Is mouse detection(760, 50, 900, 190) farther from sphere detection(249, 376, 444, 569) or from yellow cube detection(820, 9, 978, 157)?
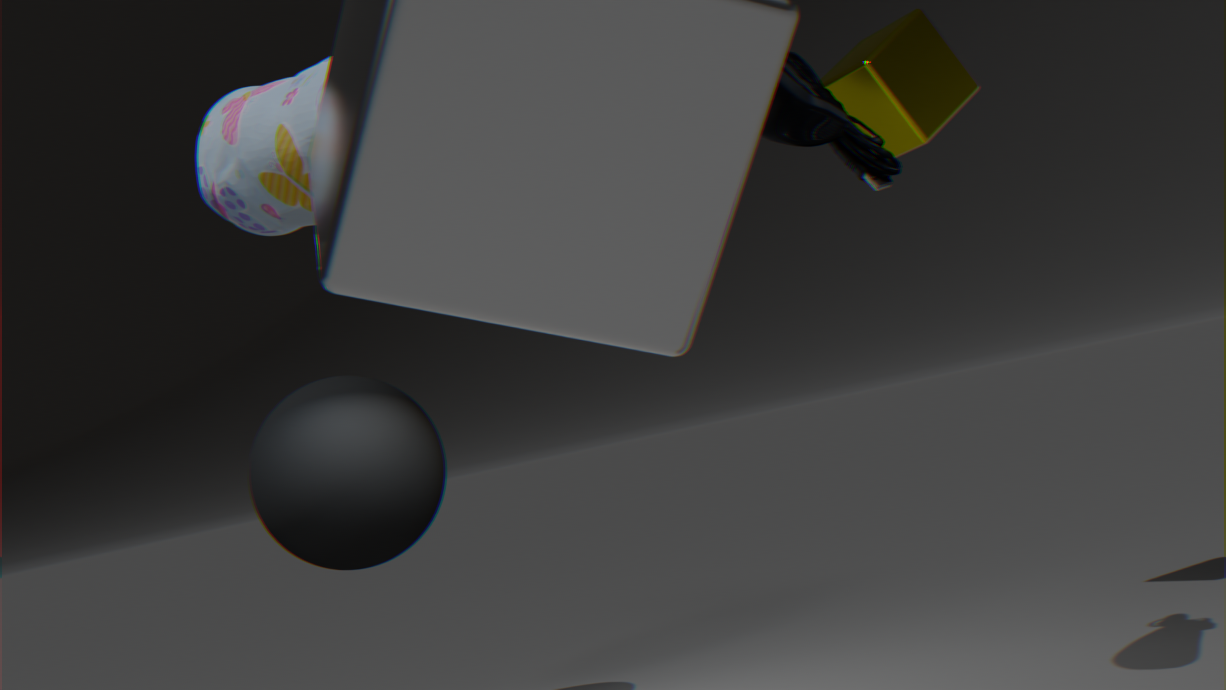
sphere detection(249, 376, 444, 569)
